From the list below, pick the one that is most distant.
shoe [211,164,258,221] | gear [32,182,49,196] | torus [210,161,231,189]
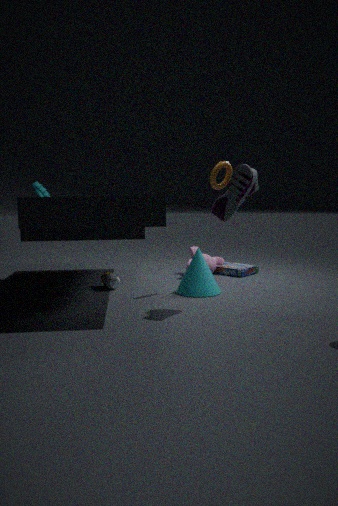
gear [32,182,49,196]
